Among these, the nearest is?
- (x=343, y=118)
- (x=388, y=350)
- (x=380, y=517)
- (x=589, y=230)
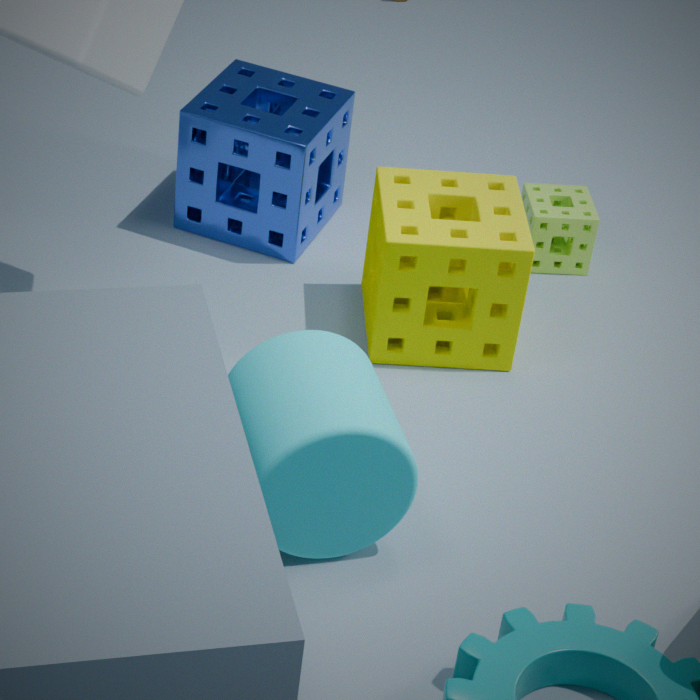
(x=380, y=517)
